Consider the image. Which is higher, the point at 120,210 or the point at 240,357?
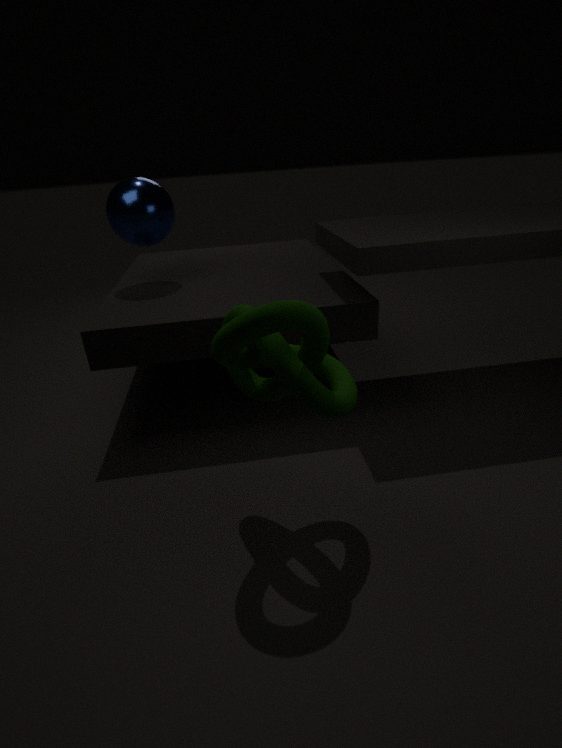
the point at 120,210
